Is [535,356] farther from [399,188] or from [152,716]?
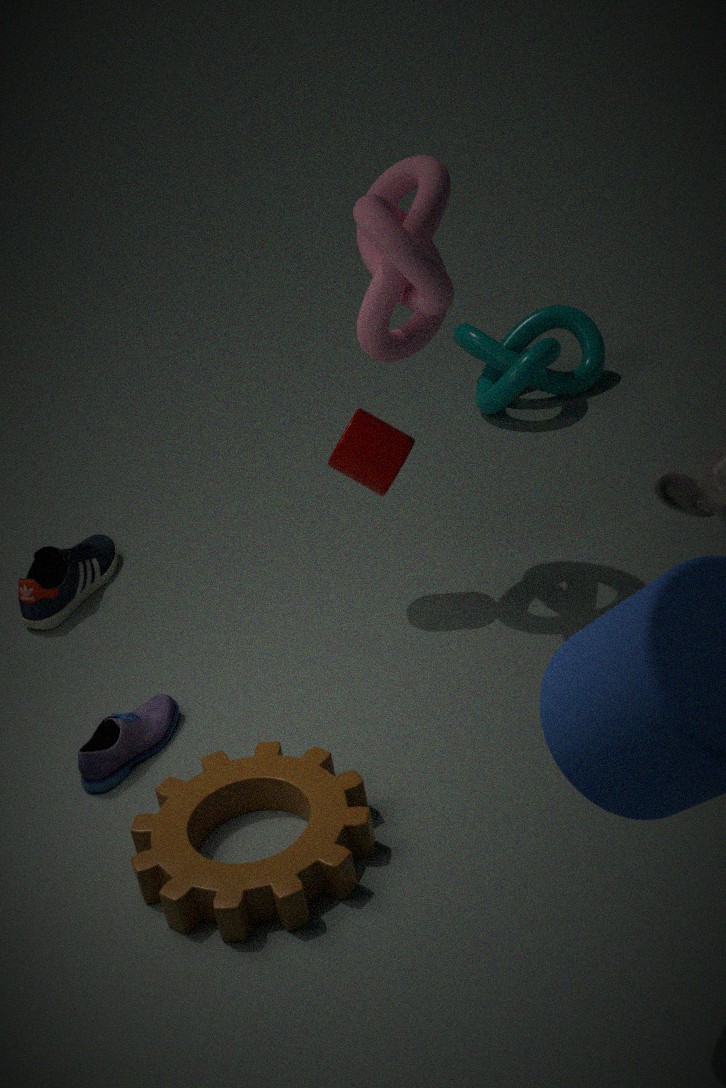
[152,716]
